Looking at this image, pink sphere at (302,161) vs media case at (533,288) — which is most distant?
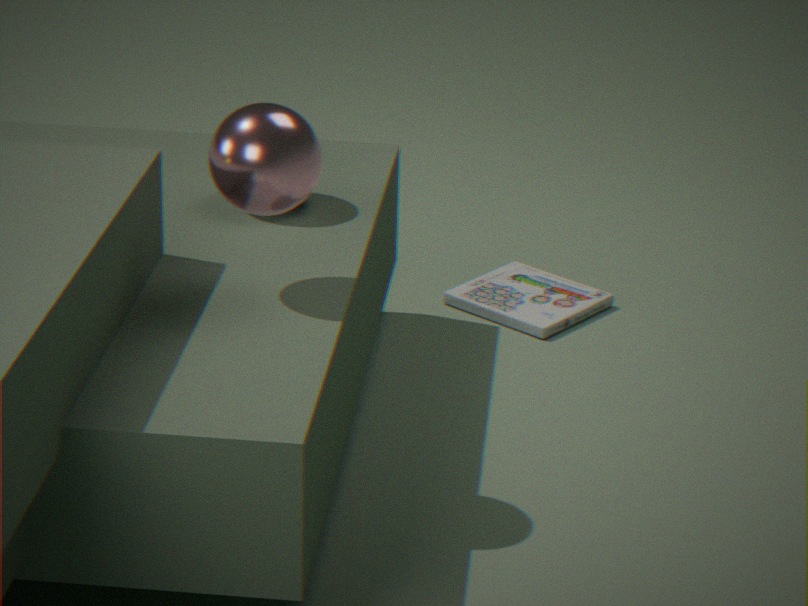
media case at (533,288)
